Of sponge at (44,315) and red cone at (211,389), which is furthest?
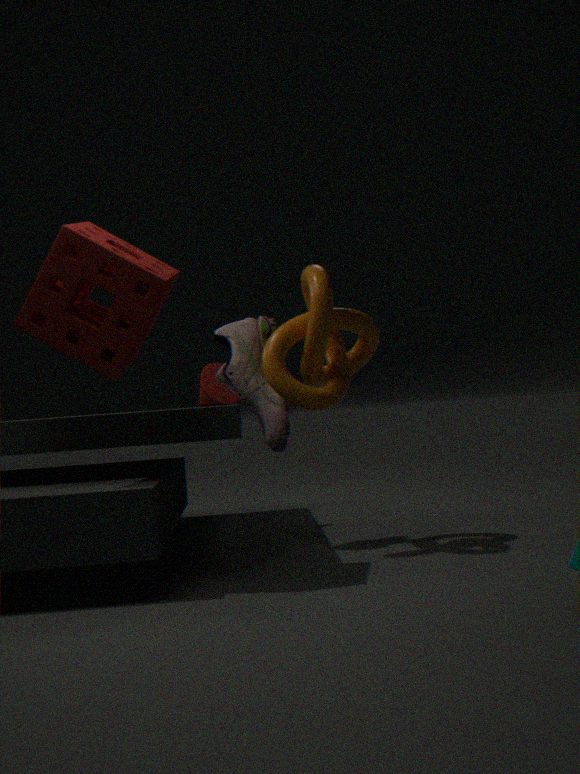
red cone at (211,389)
